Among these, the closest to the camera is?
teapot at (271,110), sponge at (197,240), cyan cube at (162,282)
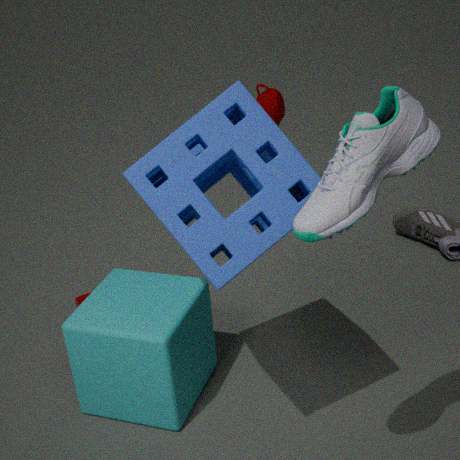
sponge at (197,240)
